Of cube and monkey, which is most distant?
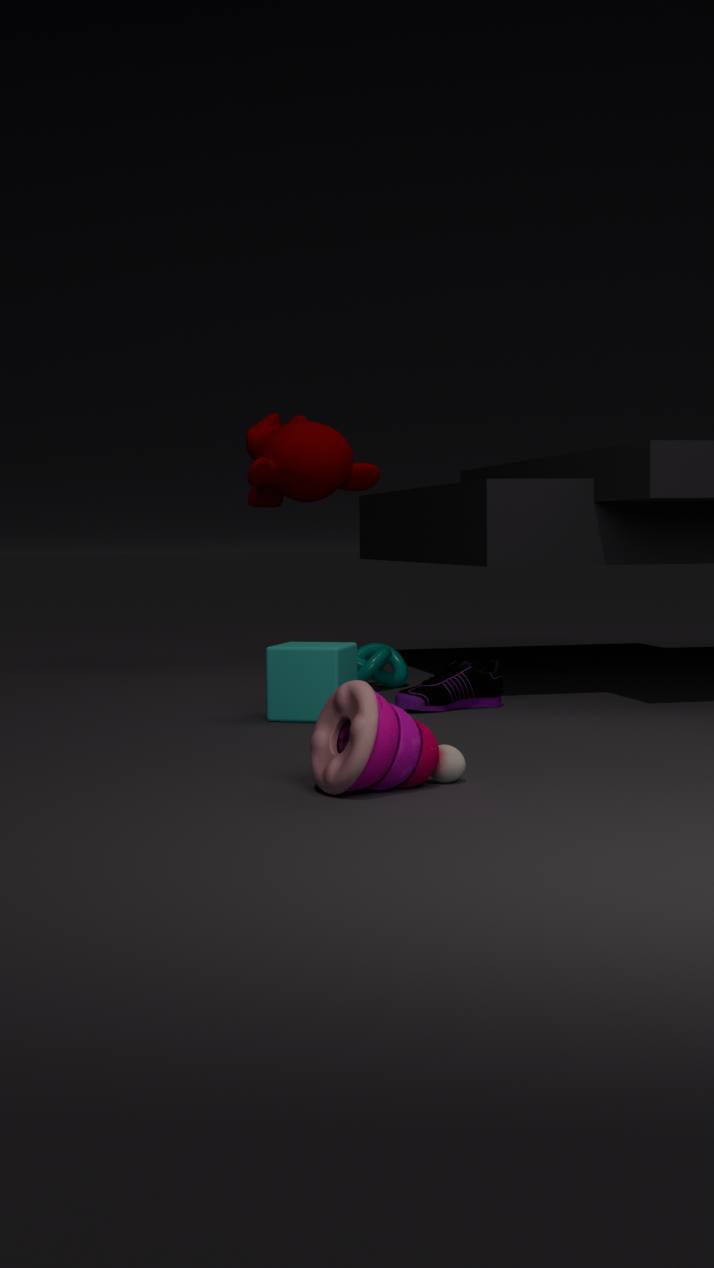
monkey
